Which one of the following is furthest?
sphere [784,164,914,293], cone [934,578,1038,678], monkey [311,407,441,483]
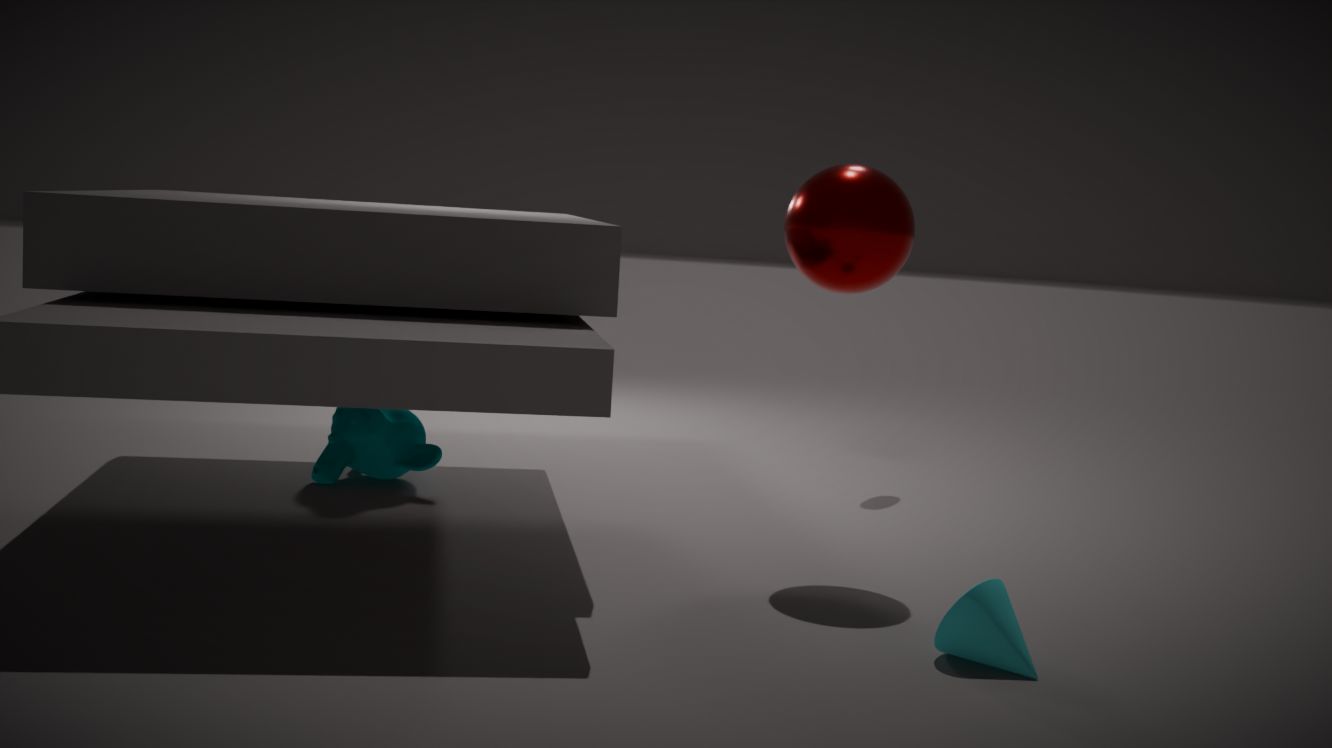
monkey [311,407,441,483]
